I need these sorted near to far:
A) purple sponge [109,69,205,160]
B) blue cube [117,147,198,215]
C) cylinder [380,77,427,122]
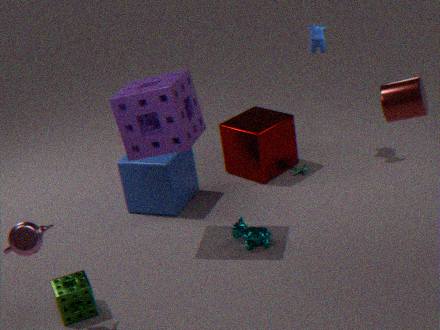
1. cylinder [380,77,427,122]
2. purple sponge [109,69,205,160]
3. blue cube [117,147,198,215]
